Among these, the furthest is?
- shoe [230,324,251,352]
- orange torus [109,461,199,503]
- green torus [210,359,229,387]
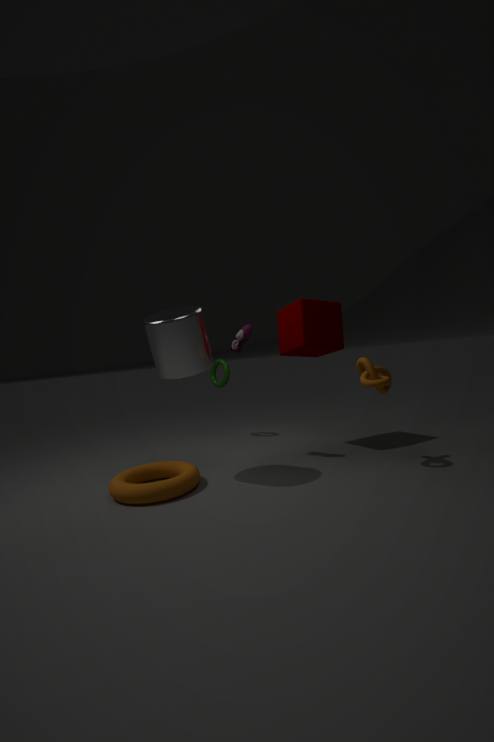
green torus [210,359,229,387]
